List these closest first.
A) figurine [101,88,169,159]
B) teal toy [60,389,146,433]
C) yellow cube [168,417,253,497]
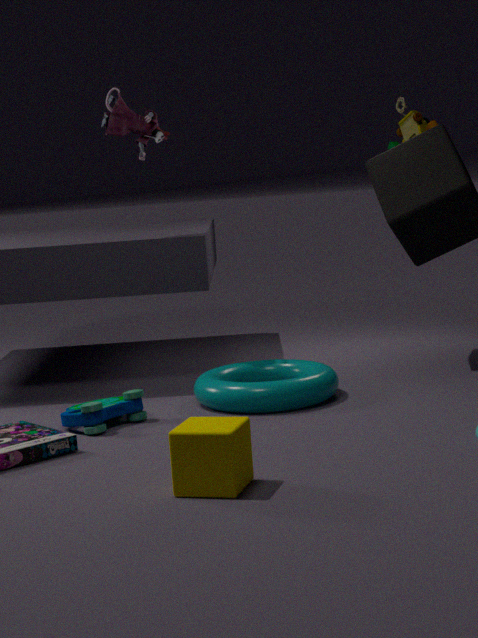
yellow cube [168,417,253,497]
teal toy [60,389,146,433]
figurine [101,88,169,159]
